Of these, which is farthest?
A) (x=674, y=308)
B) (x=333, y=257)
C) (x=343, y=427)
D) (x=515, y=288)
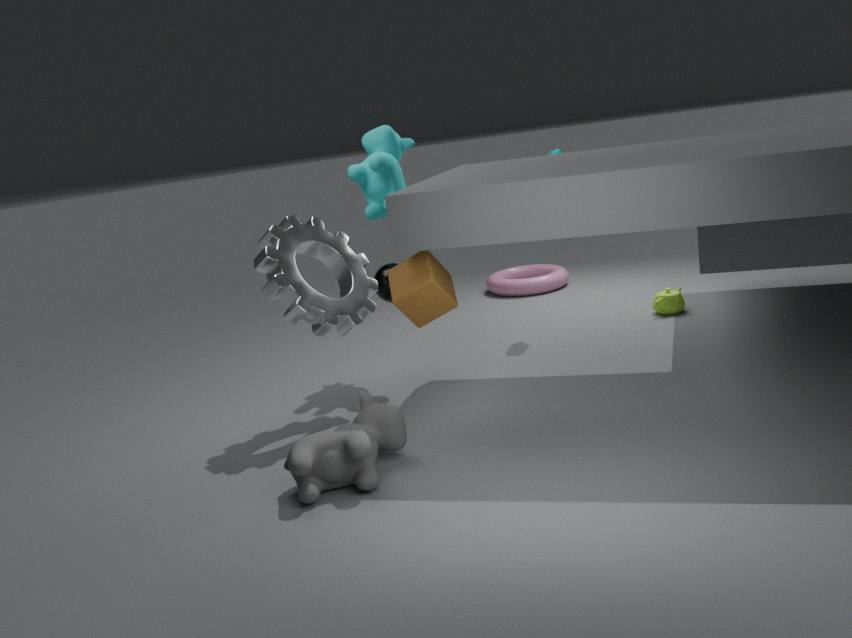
(x=515, y=288)
